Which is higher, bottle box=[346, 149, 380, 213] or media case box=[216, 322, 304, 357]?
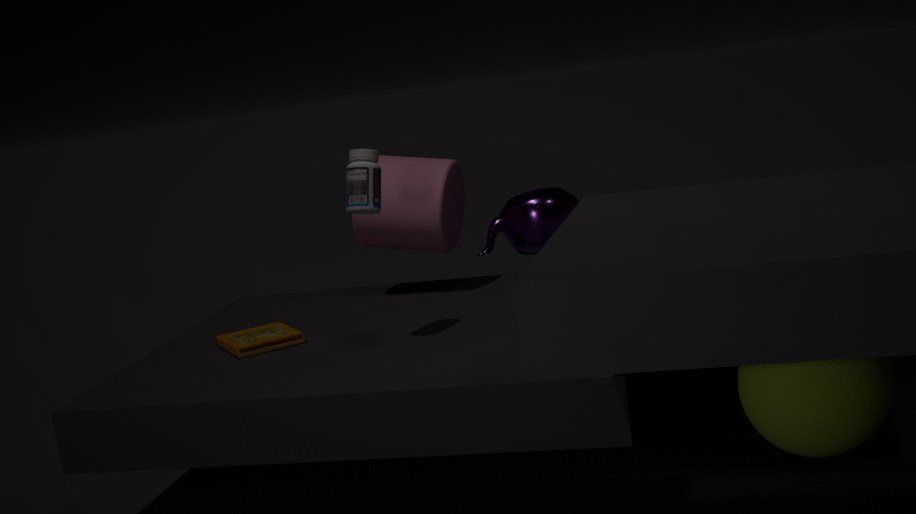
bottle box=[346, 149, 380, 213]
